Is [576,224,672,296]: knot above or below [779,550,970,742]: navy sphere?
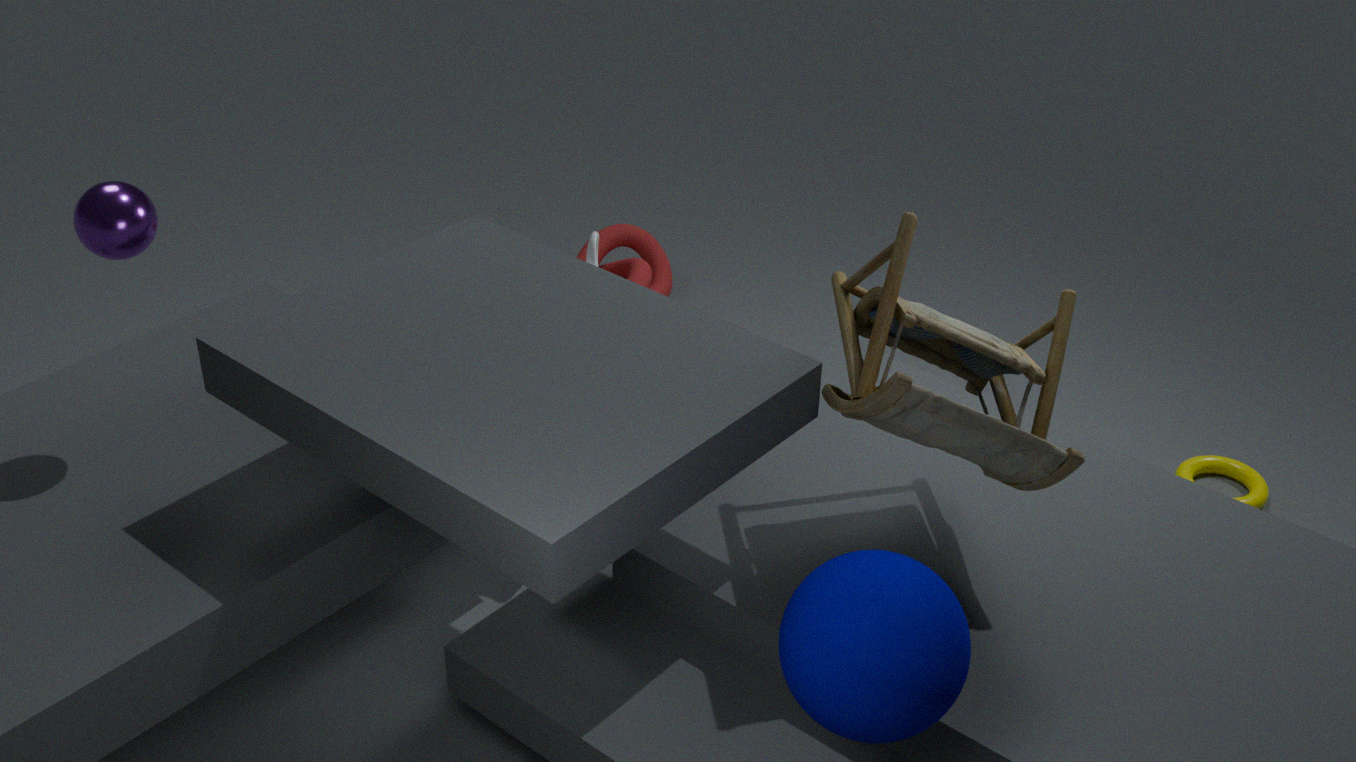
below
